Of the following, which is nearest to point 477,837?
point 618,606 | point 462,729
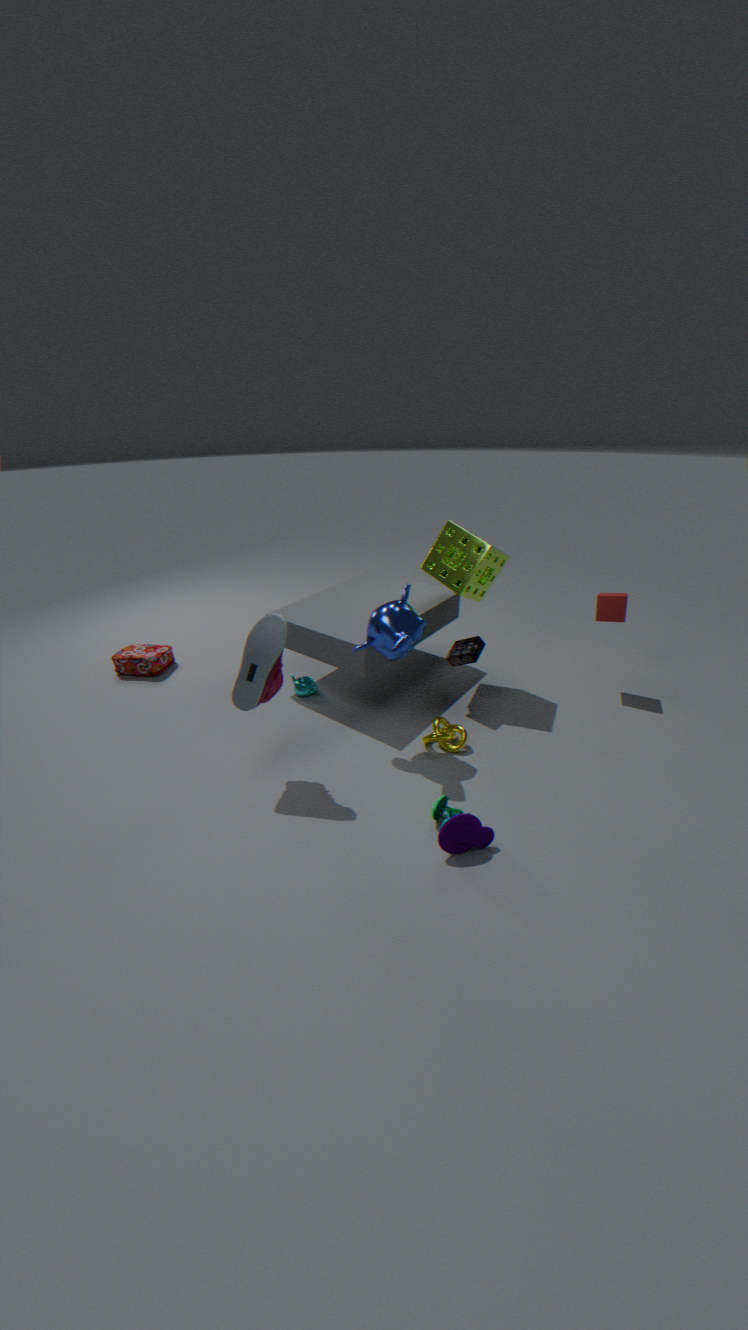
point 462,729
